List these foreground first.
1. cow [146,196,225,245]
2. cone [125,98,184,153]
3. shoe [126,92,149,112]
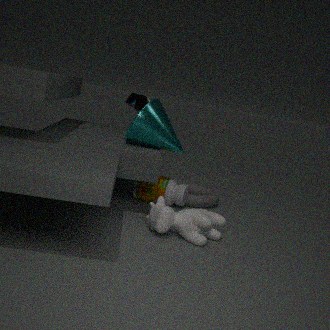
cow [146,196,225,245]
cone [125,98,184,153]
shoe [126,92,149,112]
